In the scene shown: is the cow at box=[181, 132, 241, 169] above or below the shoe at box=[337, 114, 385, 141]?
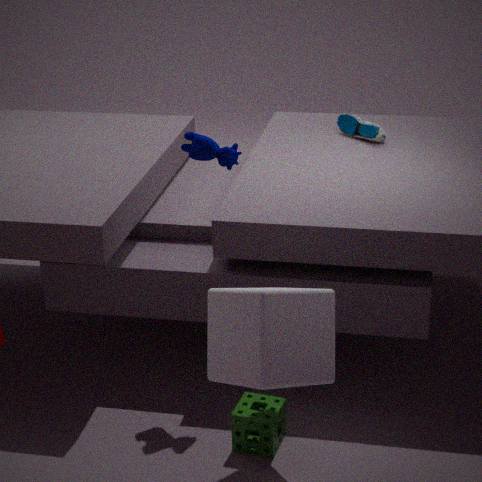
above
